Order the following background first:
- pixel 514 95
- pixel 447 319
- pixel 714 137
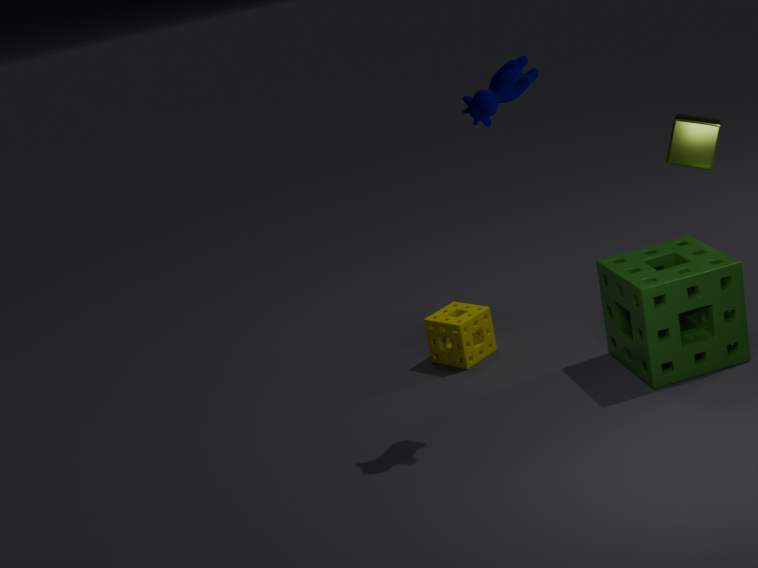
pixel 714 137 → pixel 447 319 → pixel 514 95
